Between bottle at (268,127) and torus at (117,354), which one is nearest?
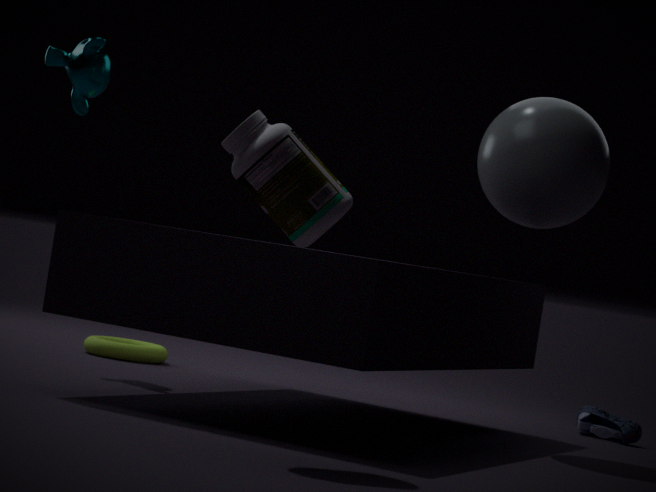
bottle at (268,127)
